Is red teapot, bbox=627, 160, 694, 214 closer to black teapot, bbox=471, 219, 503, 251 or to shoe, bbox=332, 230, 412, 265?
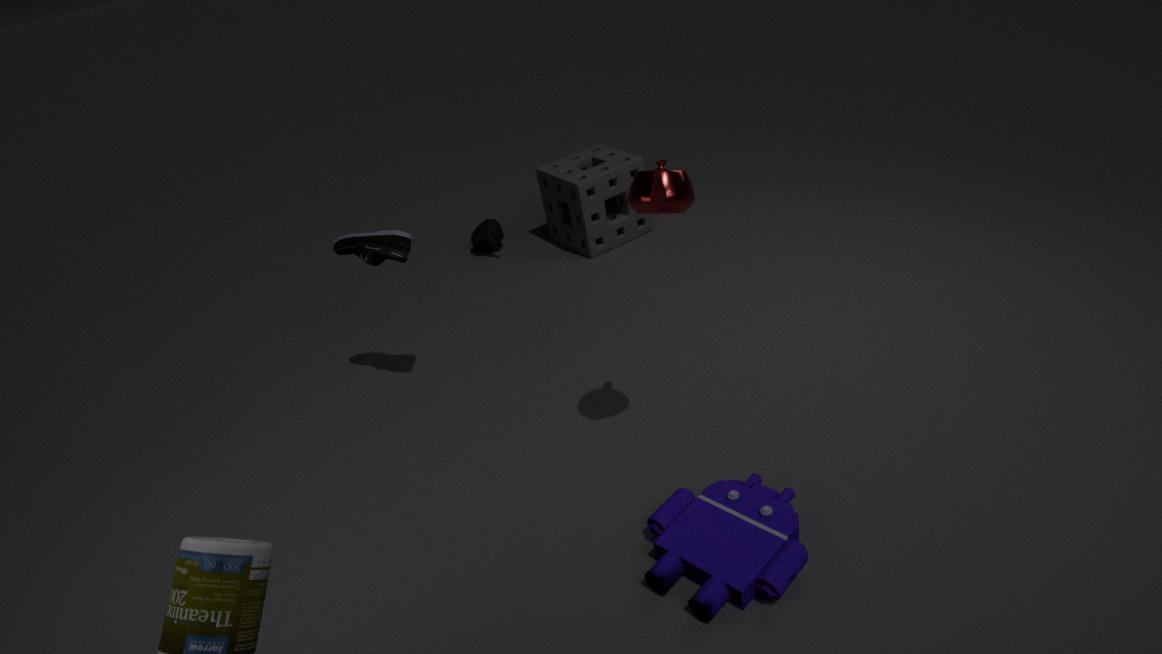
shoe, bbox=332, 230, 412, 265
